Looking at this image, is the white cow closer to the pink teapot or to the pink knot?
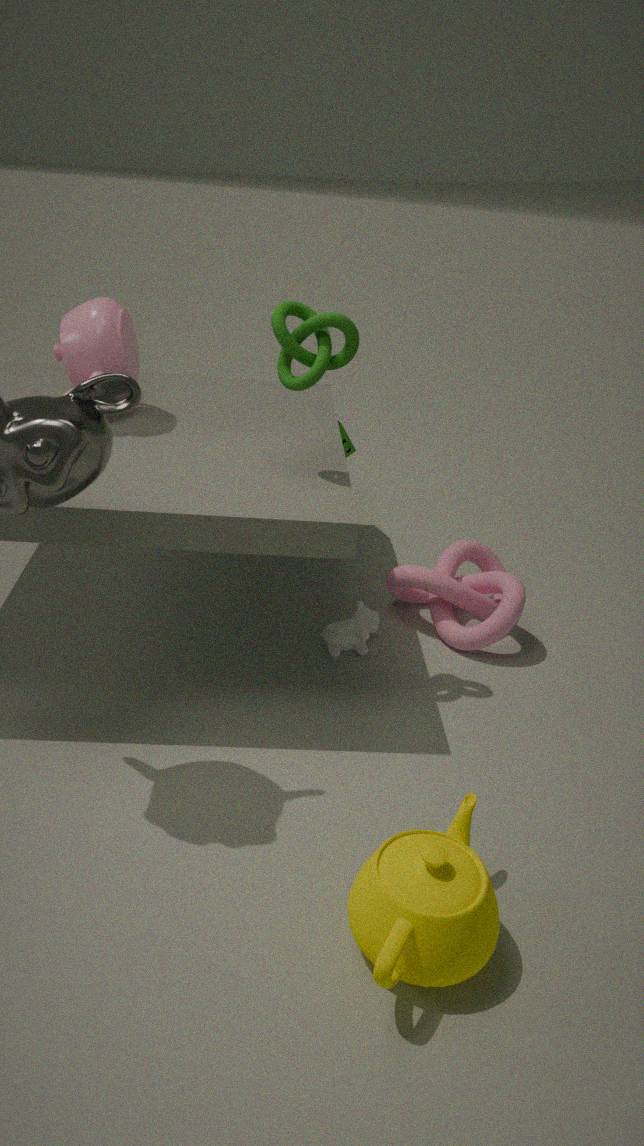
the pink knot
